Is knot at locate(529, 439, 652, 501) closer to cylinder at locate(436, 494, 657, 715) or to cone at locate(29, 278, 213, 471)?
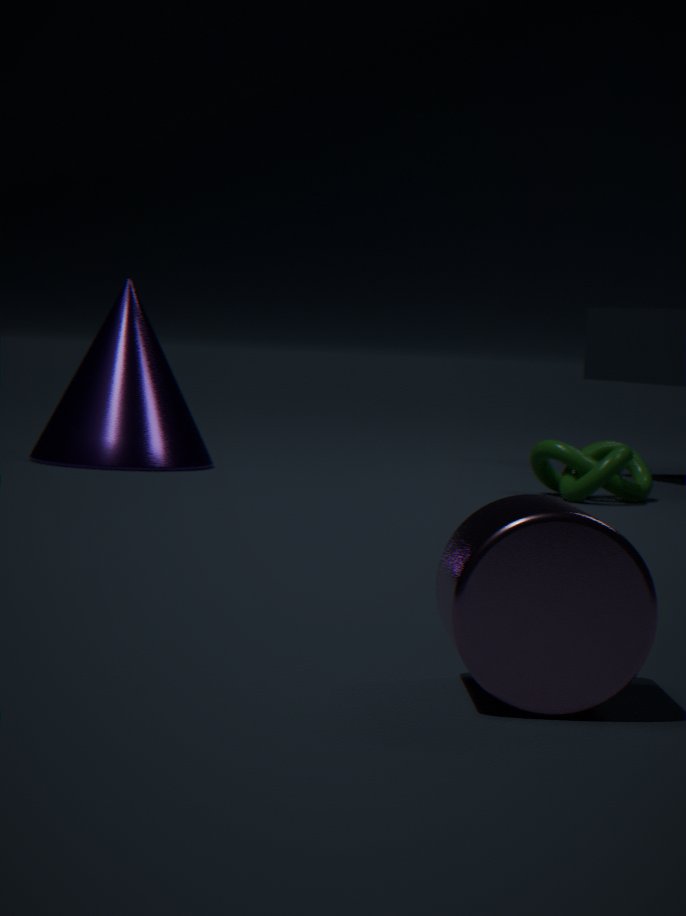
cone at locate(29, 278, 213, 471)
